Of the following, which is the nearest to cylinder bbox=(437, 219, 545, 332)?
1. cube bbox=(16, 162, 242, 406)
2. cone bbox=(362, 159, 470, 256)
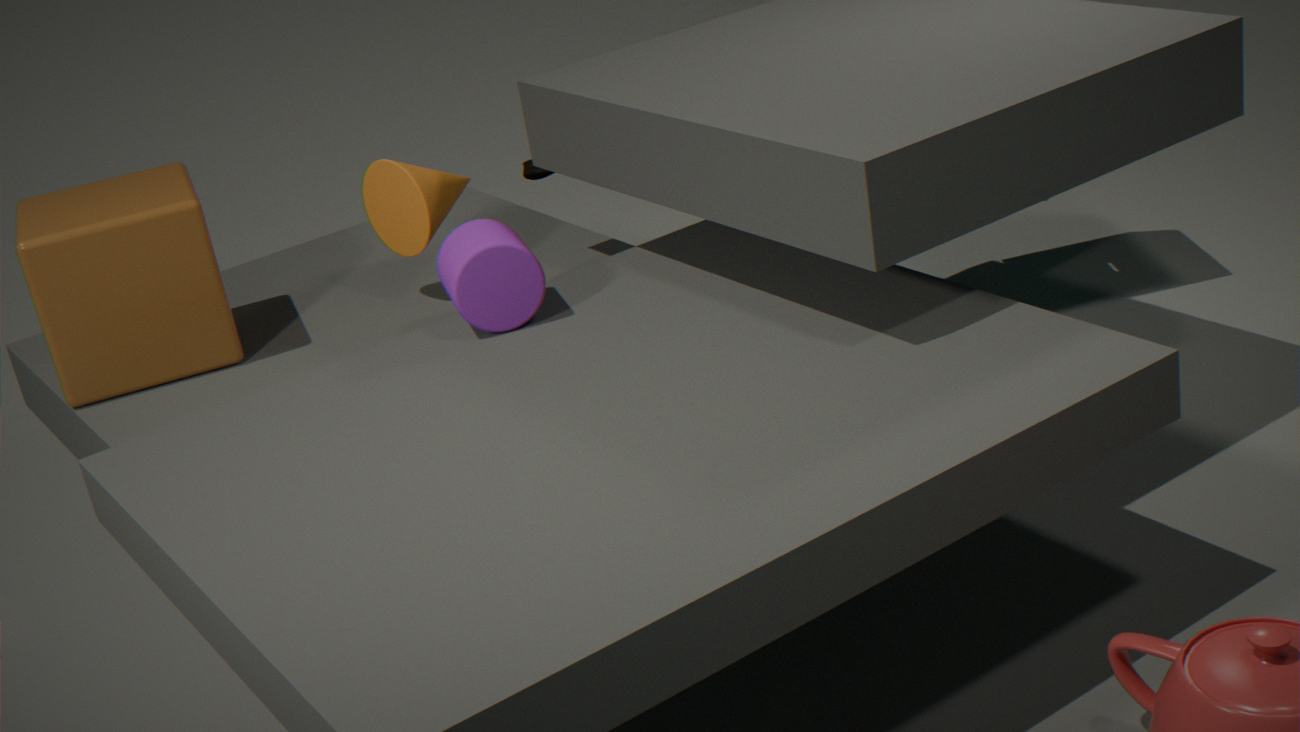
cone bbox=(362, 159, 470, 256)
